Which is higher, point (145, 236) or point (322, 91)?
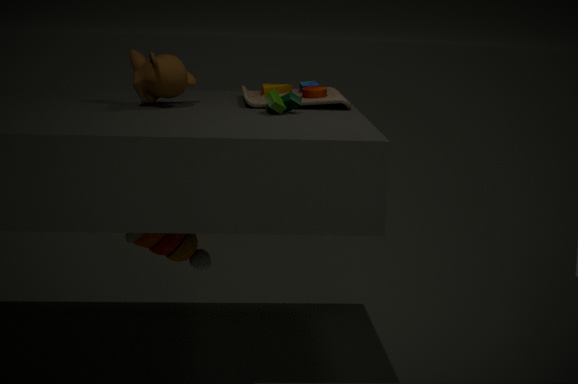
point (322, 91)
